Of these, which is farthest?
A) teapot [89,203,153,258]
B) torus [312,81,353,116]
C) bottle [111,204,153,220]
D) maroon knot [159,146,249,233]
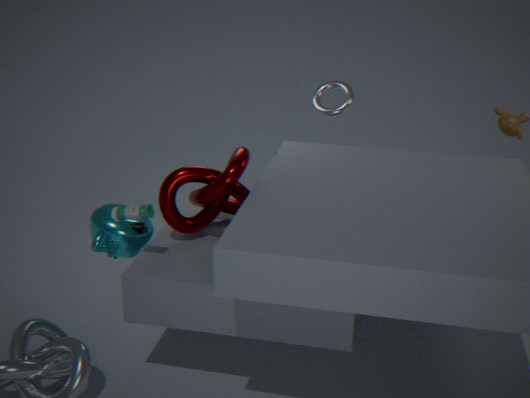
torus [312,81,353,116]
